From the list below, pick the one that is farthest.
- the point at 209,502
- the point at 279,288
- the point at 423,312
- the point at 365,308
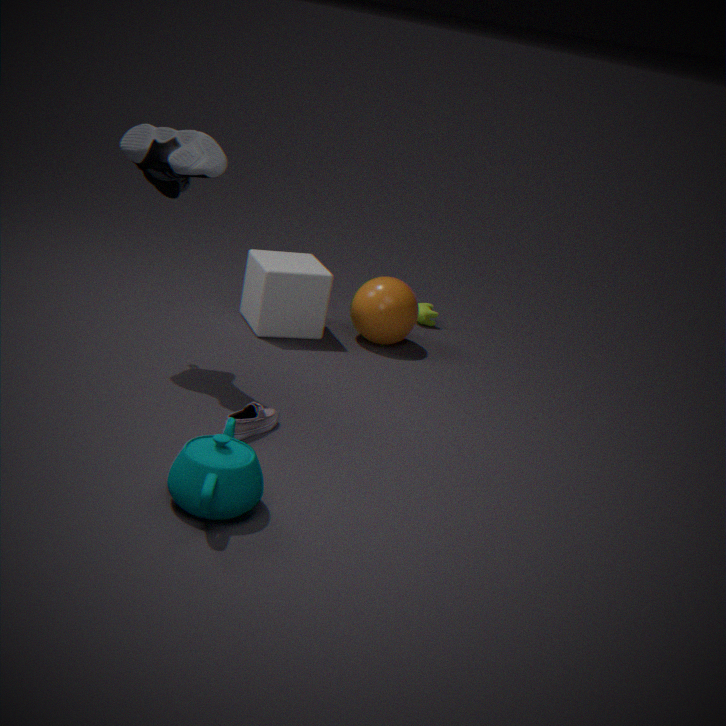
the point at 423,312
